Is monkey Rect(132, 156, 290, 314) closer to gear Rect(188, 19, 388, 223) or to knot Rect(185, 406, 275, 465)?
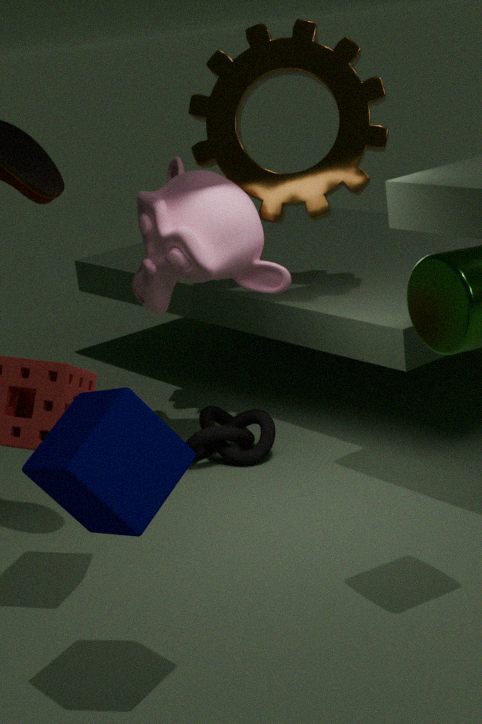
gear Rect(188, 19, 388, 223)
